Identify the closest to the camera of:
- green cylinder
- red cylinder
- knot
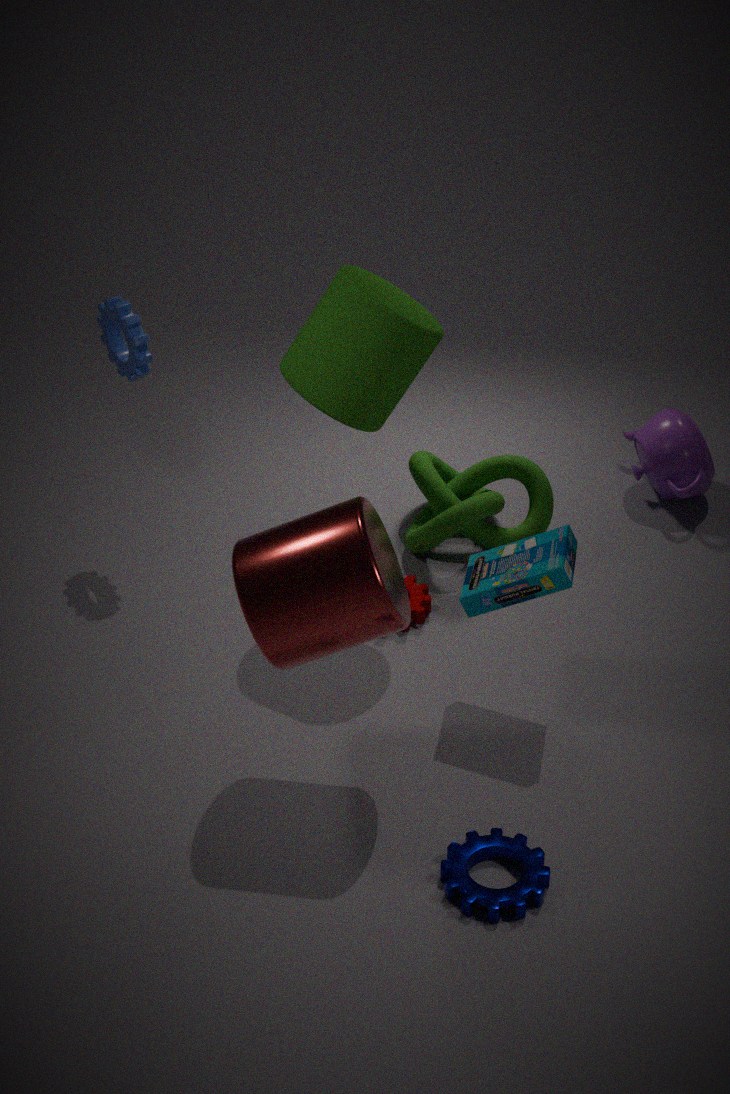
red cylinder
